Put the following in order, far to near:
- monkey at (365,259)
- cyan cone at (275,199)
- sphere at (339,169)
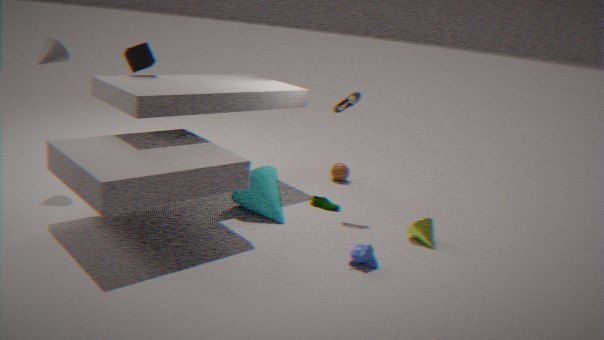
sphere at (339,169), cyan cone at (275,199), monkey at (365,259)
